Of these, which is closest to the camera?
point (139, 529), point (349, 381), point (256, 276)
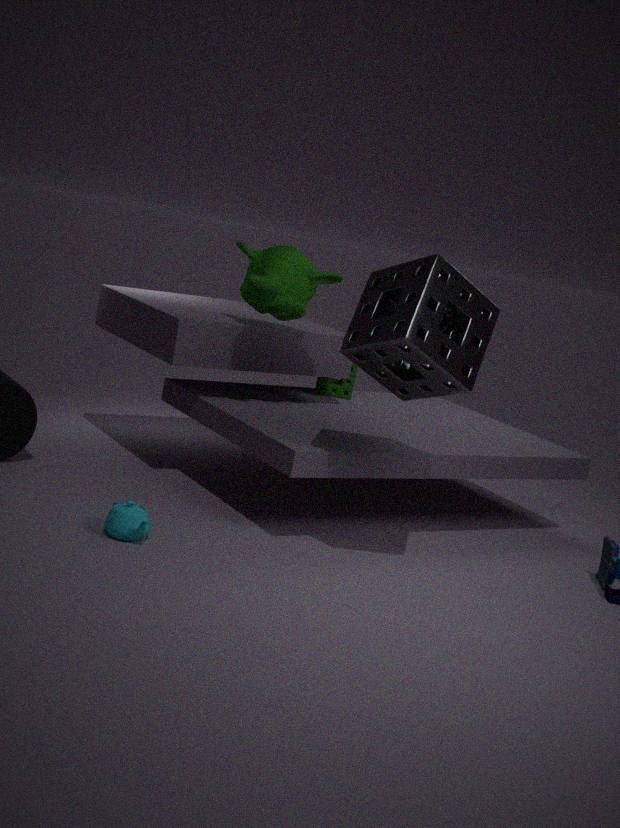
point (139, 529)
